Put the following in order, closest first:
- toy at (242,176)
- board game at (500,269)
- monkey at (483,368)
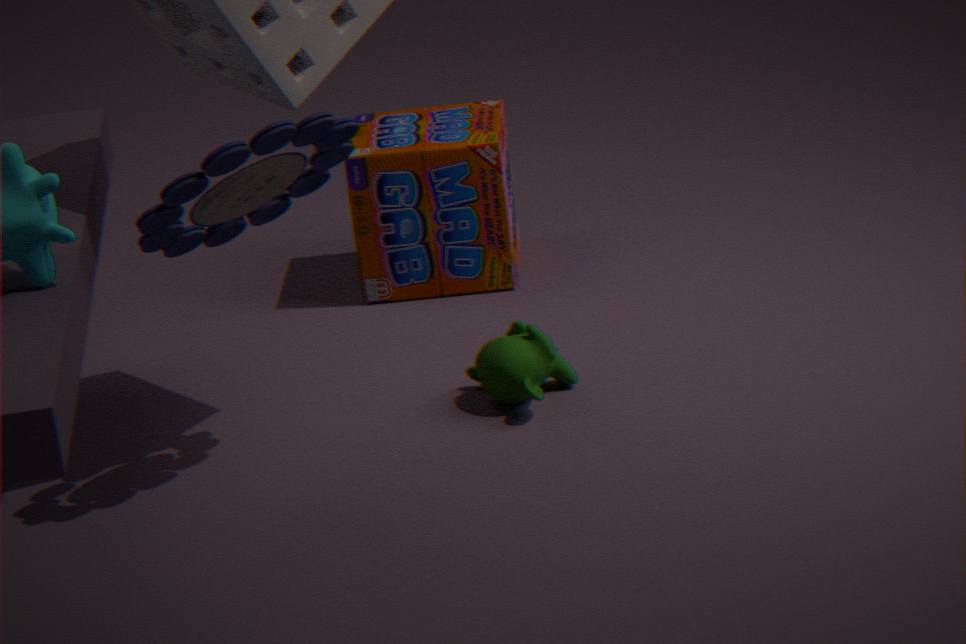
toy at (242,176) < monkey at (483,368) < board game at (500,269)
